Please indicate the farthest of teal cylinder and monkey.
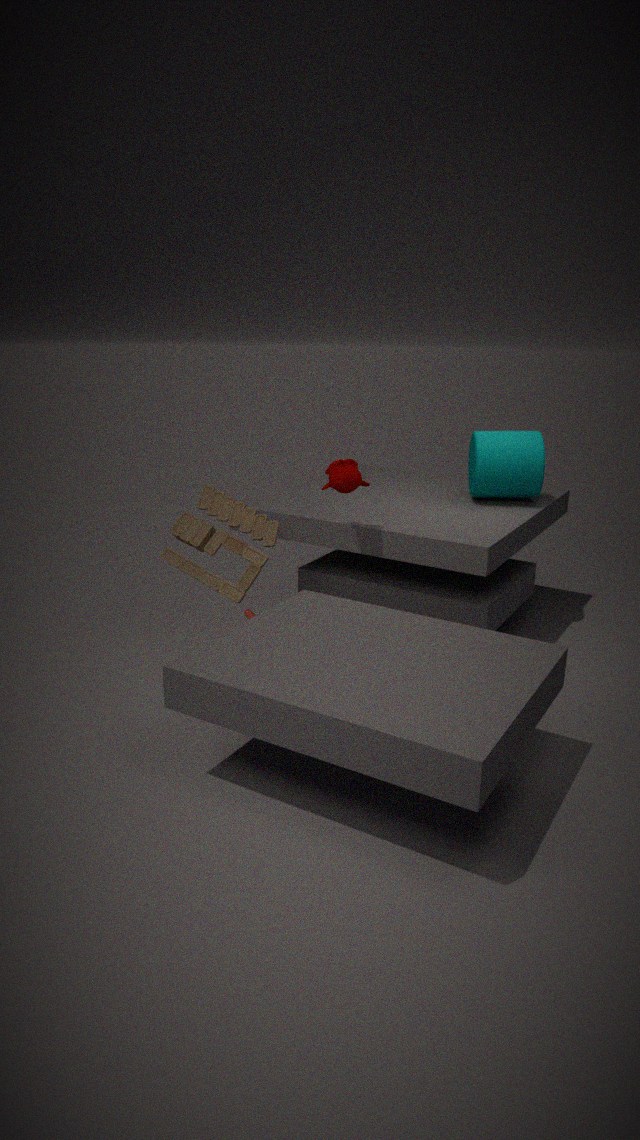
teal cylinder
